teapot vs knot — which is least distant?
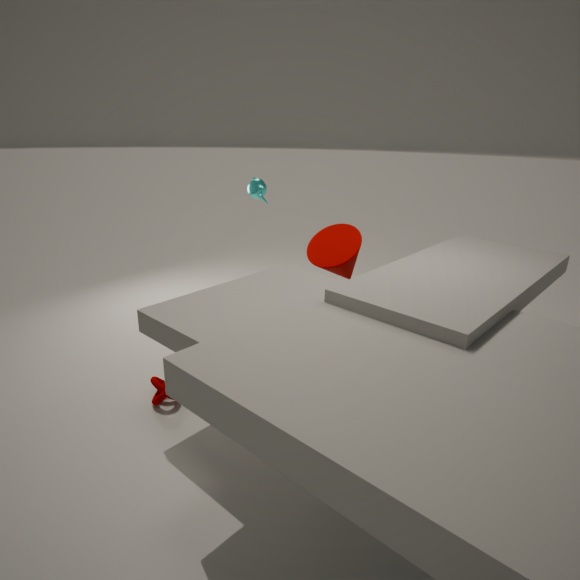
knot
